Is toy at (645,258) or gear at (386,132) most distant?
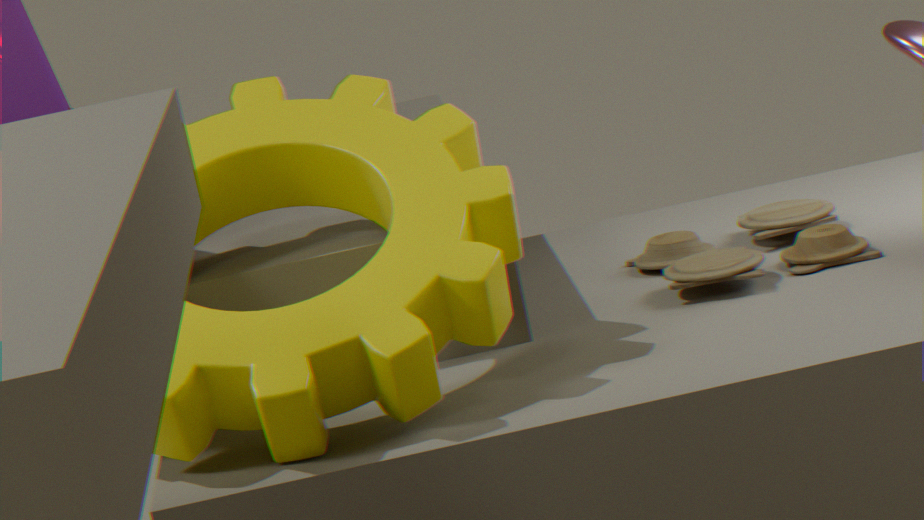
toy at (645,258)
